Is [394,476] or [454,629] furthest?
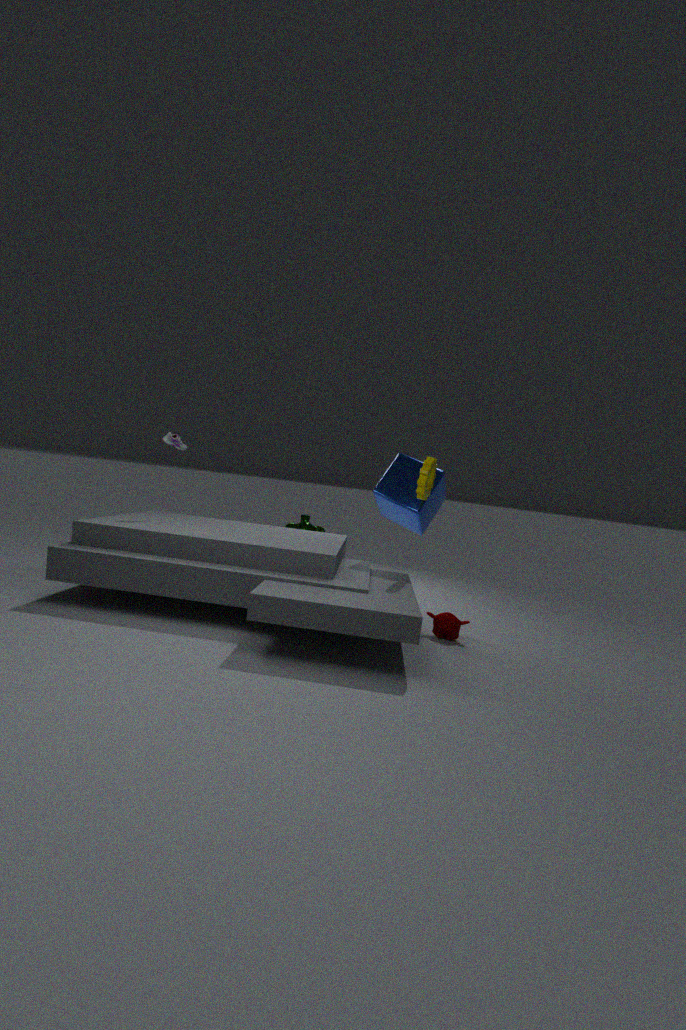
[394,476]
